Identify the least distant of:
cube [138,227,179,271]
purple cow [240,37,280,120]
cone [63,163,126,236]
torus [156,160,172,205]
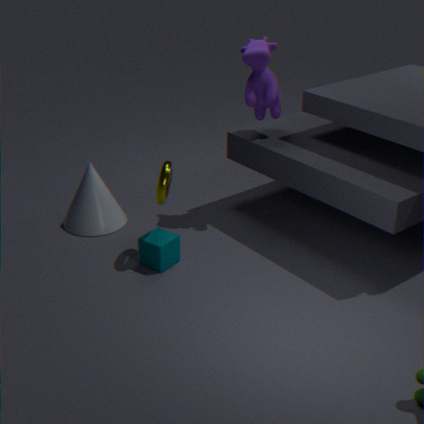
torus [156,160,172,205]
